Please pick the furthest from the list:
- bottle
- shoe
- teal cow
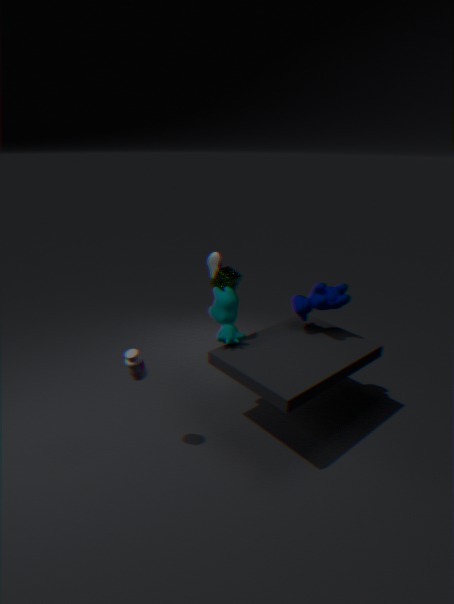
shoe
